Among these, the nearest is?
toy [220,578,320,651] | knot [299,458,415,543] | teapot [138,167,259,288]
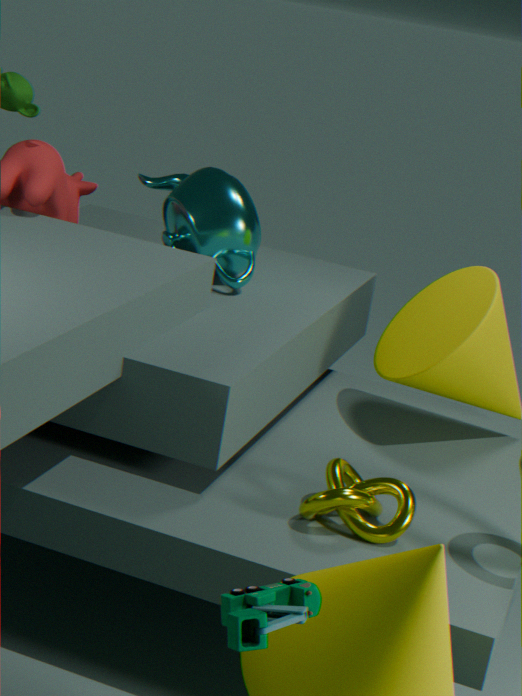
toy [220,578,320,651]
